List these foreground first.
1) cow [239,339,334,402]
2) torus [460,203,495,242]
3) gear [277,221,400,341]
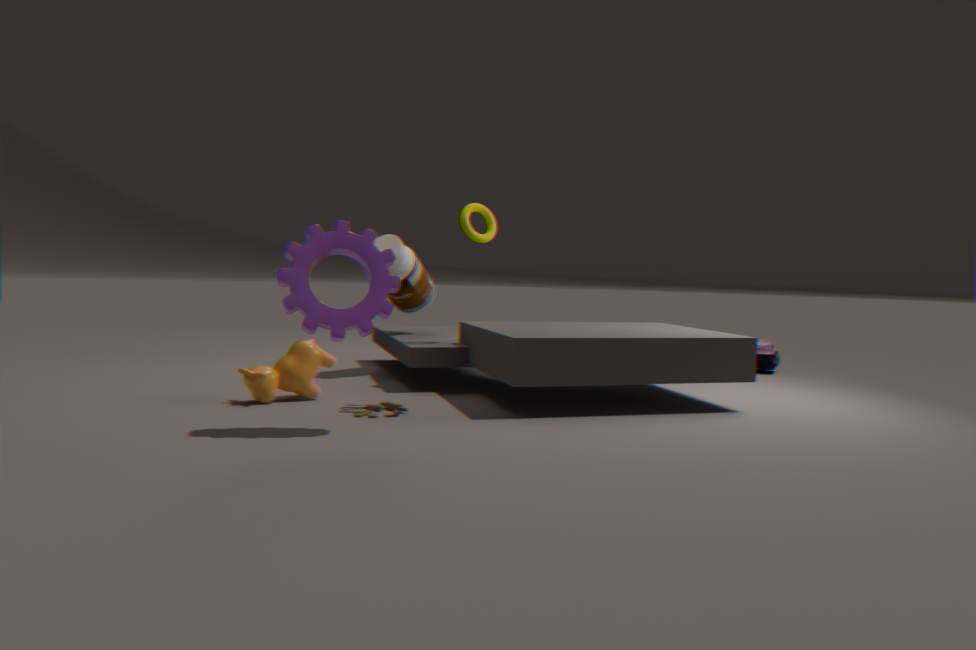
1. 3. gear [277,221,400,341]
2. 1. cow [239,339,334,402]
3. 2. torus [460,203,495,242]
